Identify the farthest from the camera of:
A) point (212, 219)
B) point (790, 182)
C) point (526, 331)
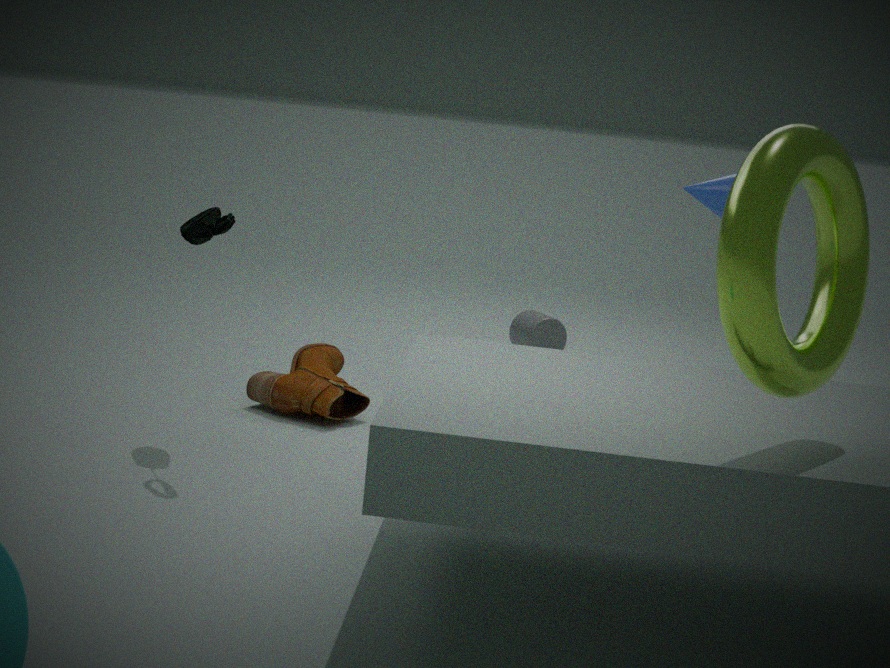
point (526, 331)
